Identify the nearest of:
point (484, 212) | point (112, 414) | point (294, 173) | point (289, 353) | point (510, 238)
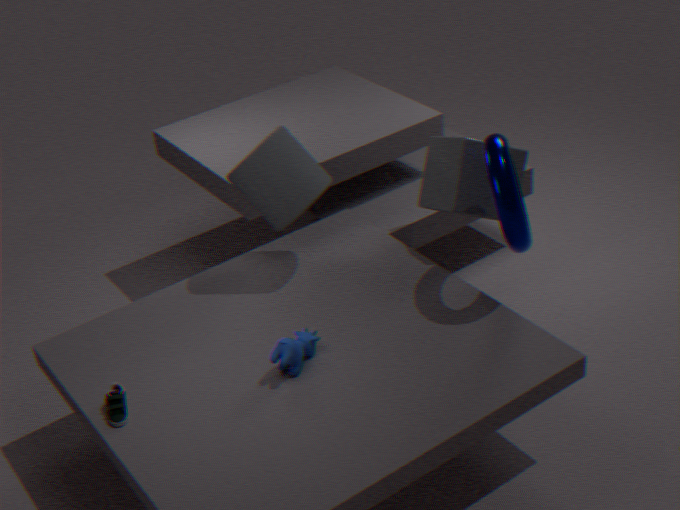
point (112, 414)
